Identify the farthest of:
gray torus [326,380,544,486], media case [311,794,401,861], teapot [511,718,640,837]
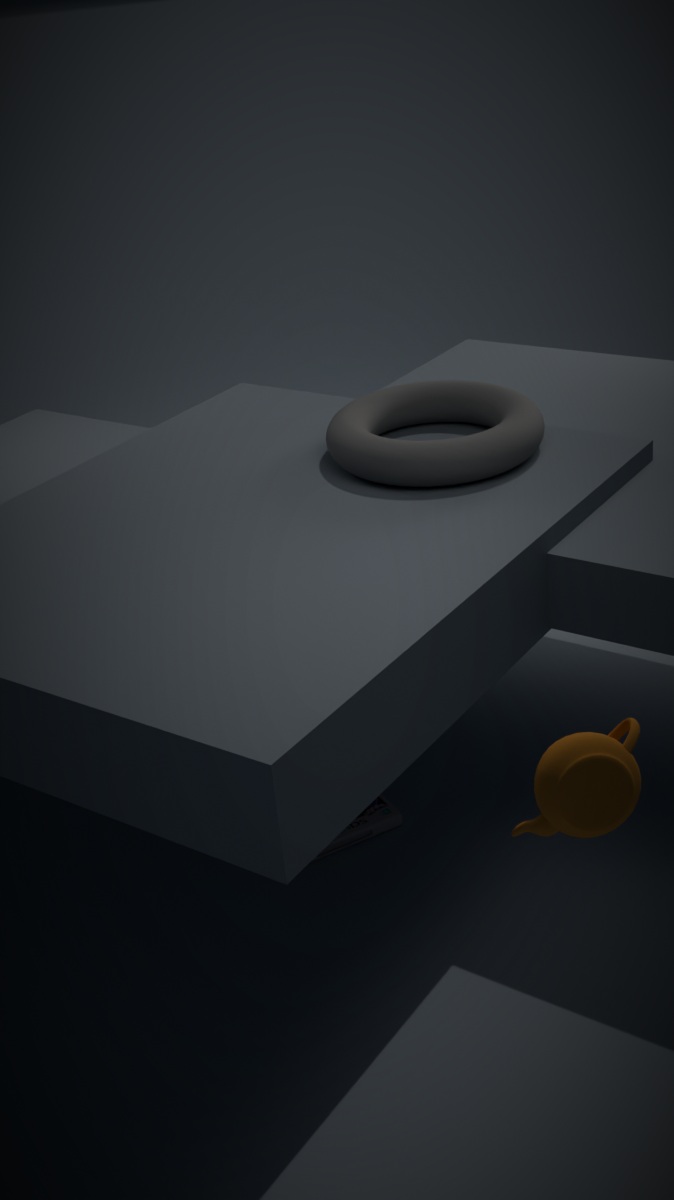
media case [311,794,401,861]
